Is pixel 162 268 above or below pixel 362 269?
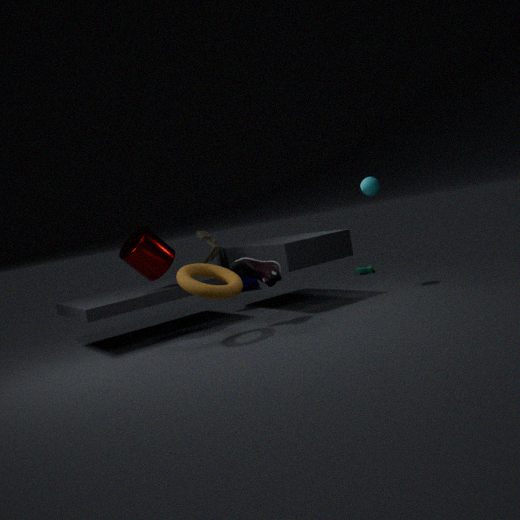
above
